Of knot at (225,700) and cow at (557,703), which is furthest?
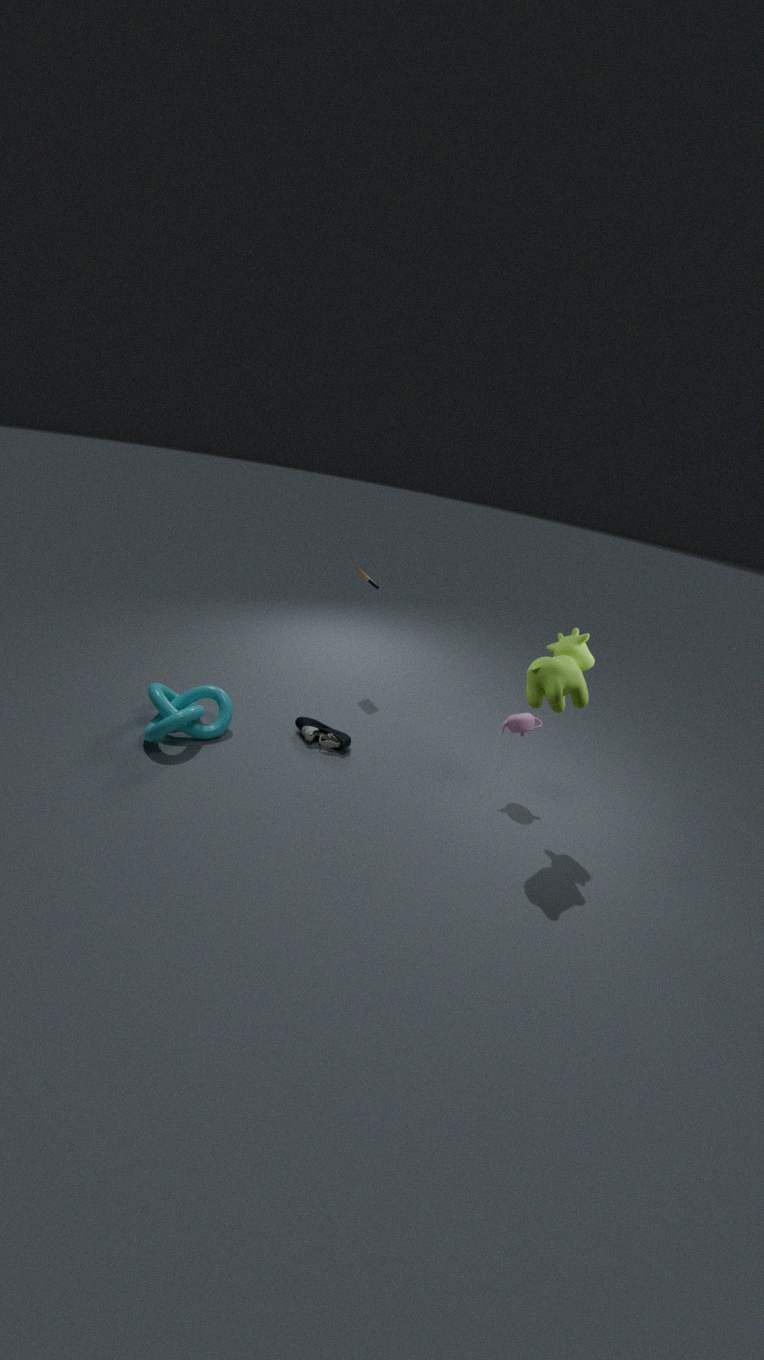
knot at (225,700)
